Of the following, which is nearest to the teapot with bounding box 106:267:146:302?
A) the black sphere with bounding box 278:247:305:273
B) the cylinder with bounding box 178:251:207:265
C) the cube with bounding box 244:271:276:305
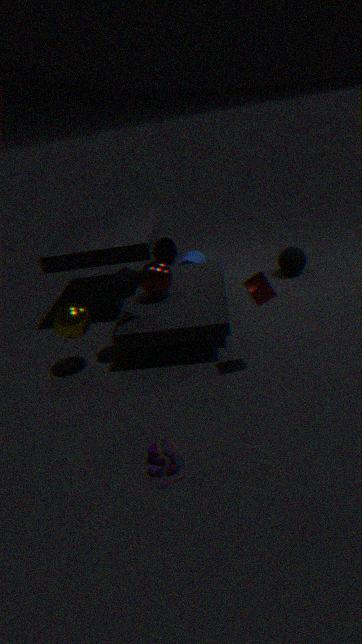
the cube with bounding box 244:271:276:305
